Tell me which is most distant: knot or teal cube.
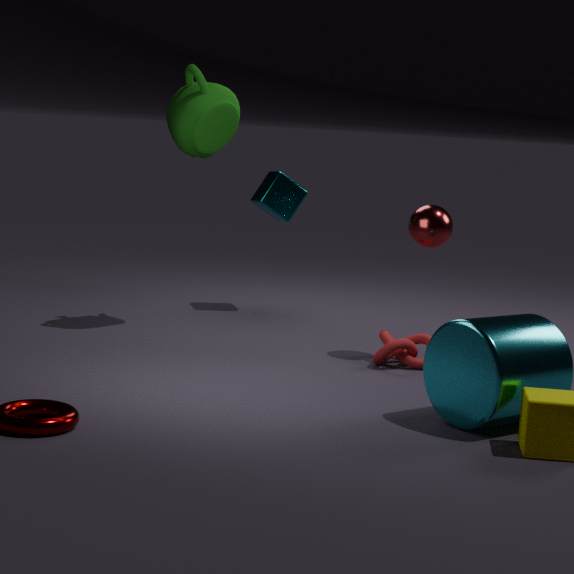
teal cube
